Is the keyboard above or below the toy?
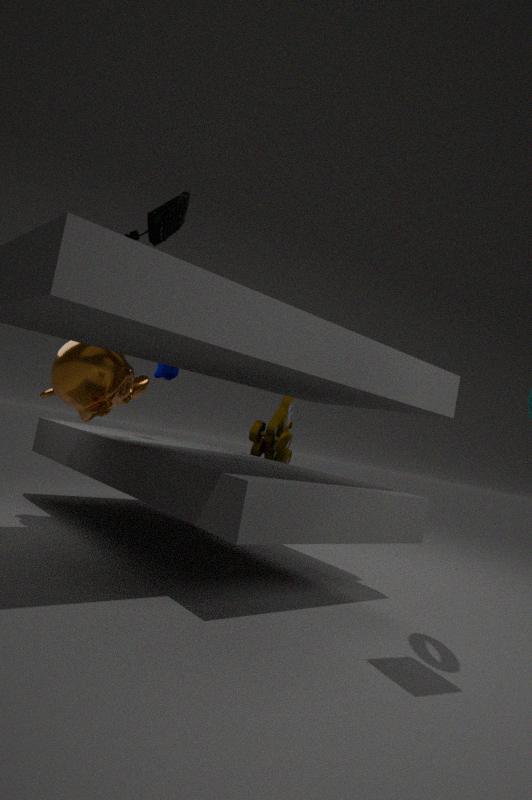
above
